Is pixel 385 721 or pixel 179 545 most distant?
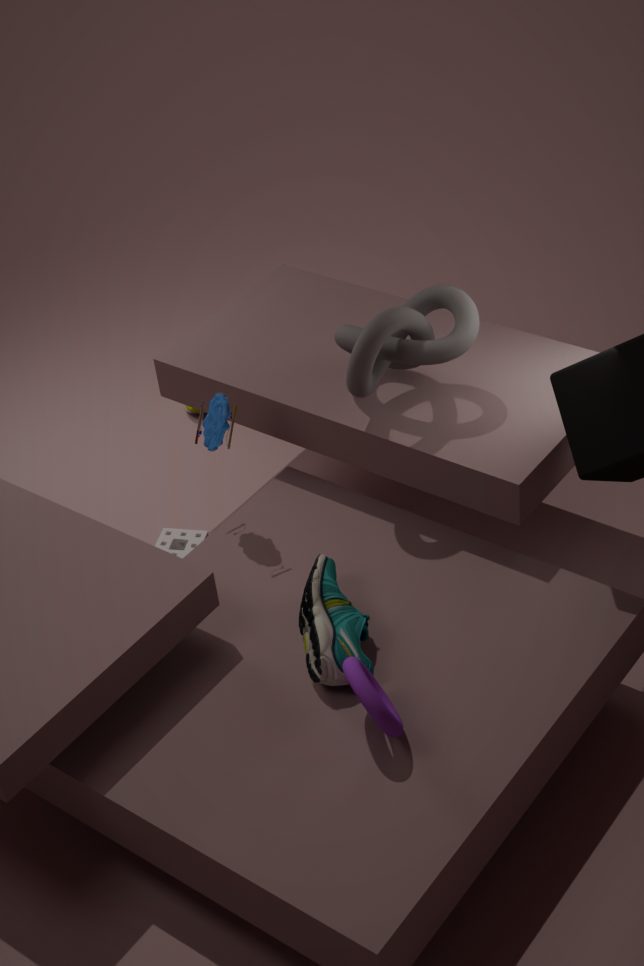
pixel 179 545
